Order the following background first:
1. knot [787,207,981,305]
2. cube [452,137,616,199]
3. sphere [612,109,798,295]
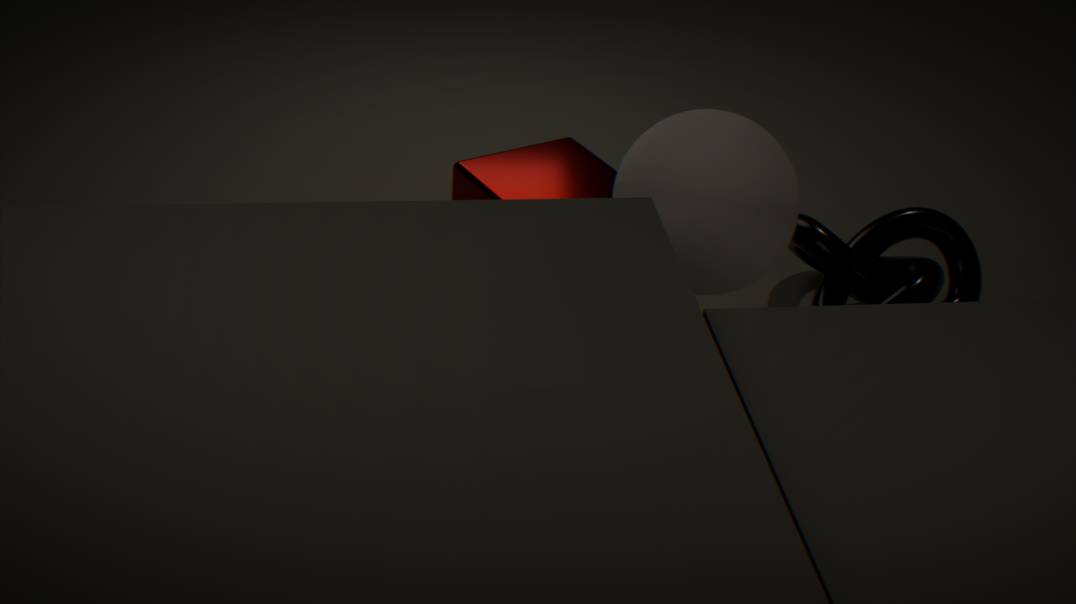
knot [787,207,981,305] < cube [452,137,616,199] < sphere [612,109,798,295]
